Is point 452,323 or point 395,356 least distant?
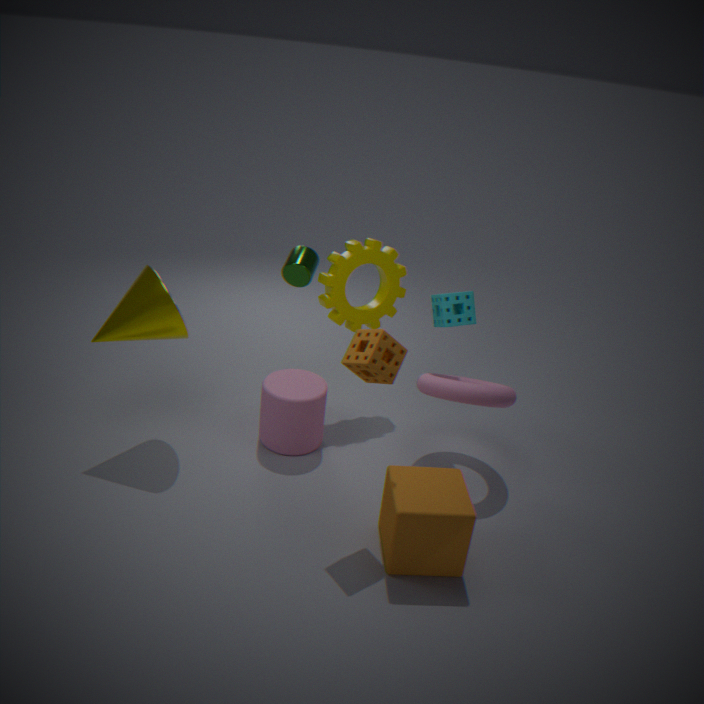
point 395,356
